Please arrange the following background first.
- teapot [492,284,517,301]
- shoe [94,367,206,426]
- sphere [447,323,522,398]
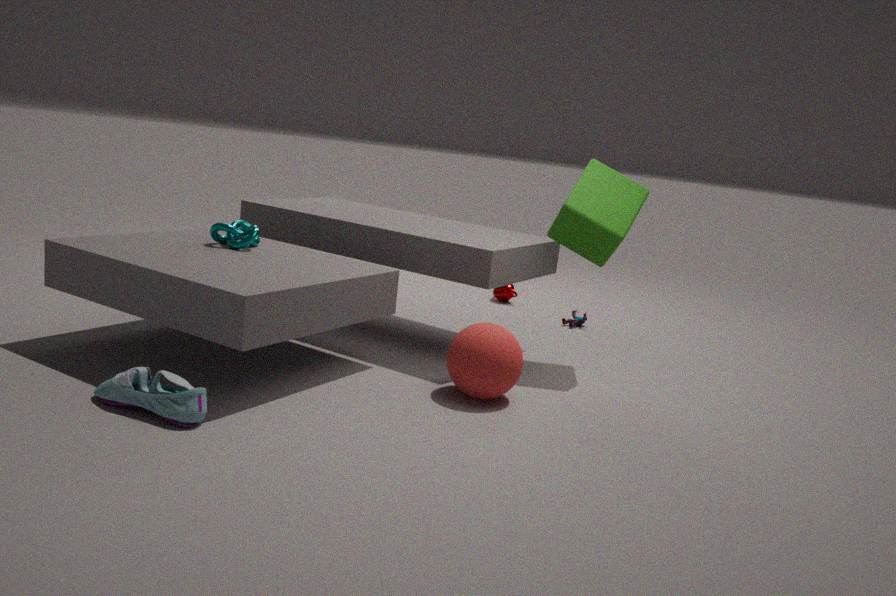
teapot [492,284,517,301] → sphere [447,323,522,398] → shoe [94,367,206,426]
